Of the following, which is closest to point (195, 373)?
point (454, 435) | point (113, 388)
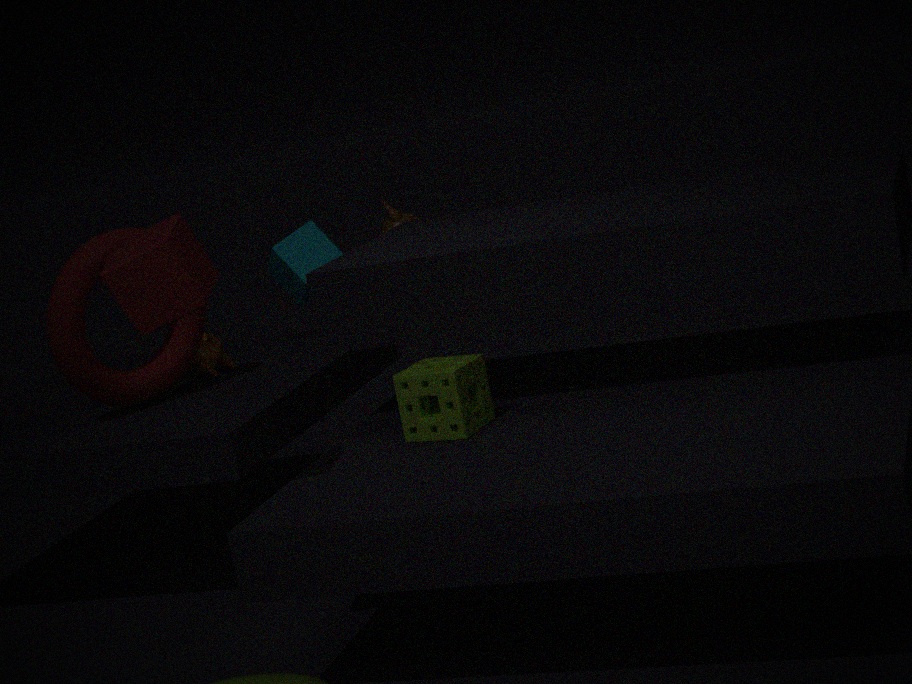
point (113, 388)
